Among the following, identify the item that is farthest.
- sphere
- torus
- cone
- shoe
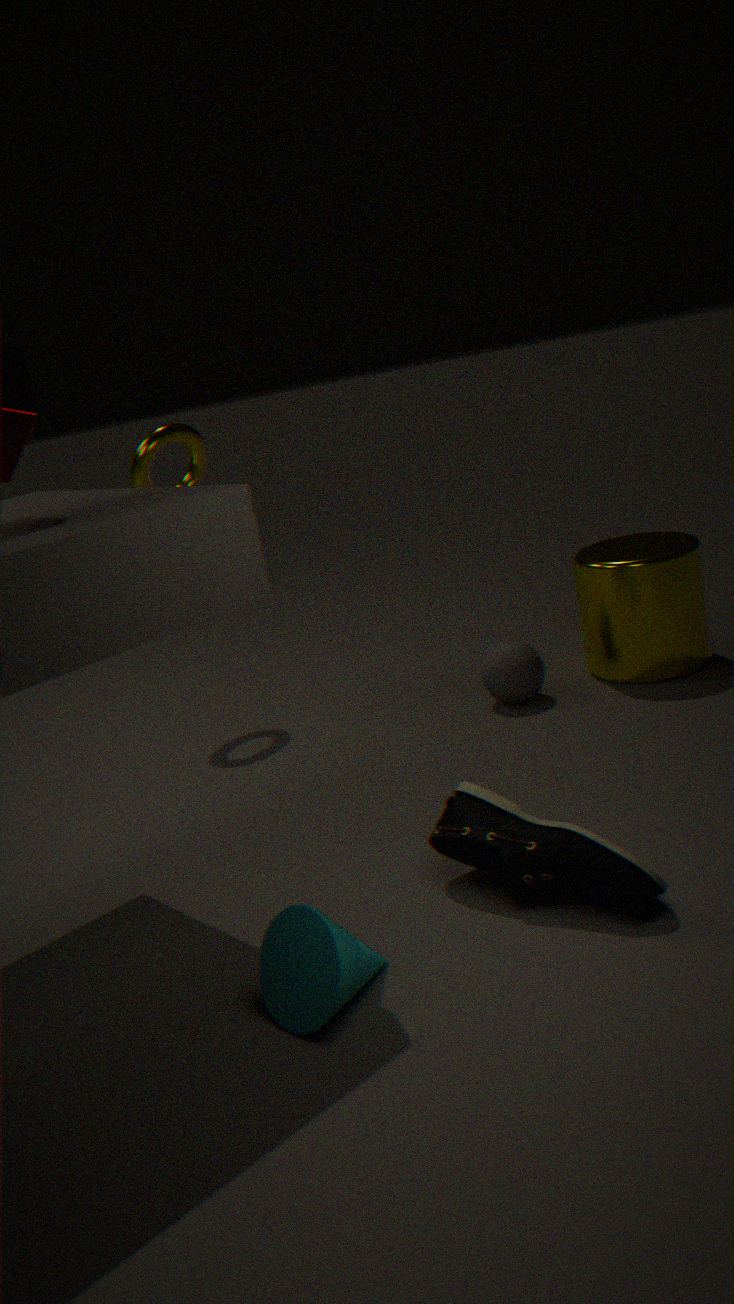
torus
